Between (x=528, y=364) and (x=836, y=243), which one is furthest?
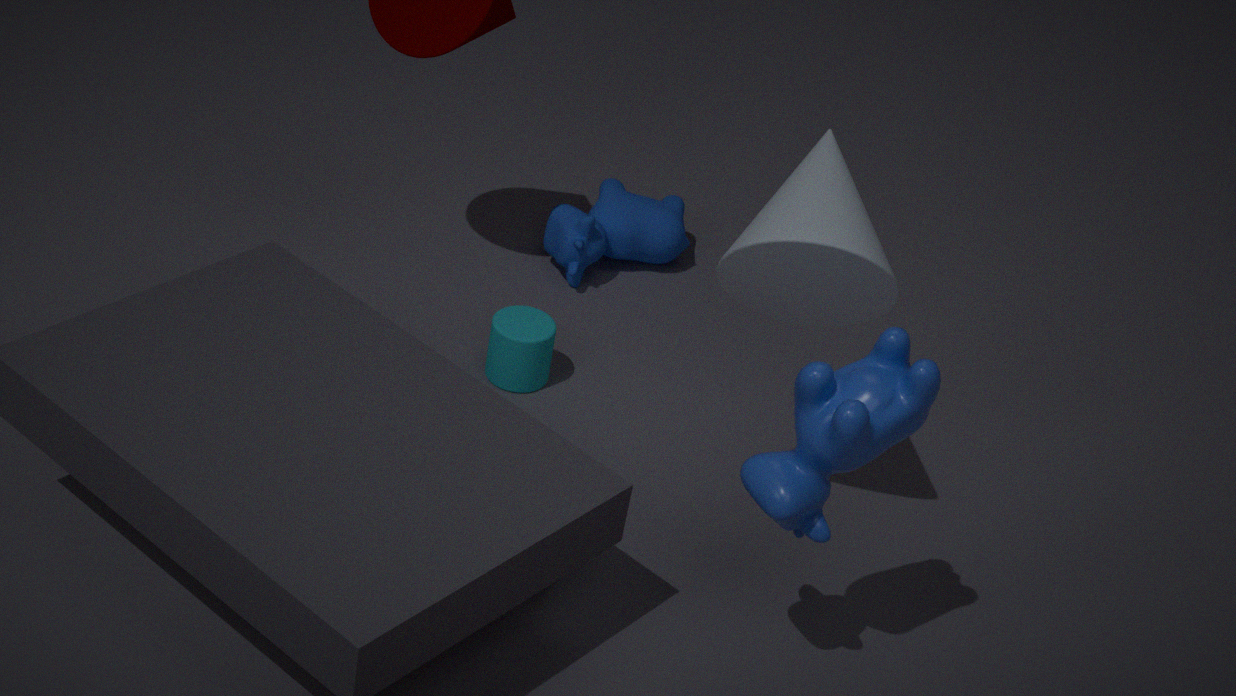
(x=528, y=364)
